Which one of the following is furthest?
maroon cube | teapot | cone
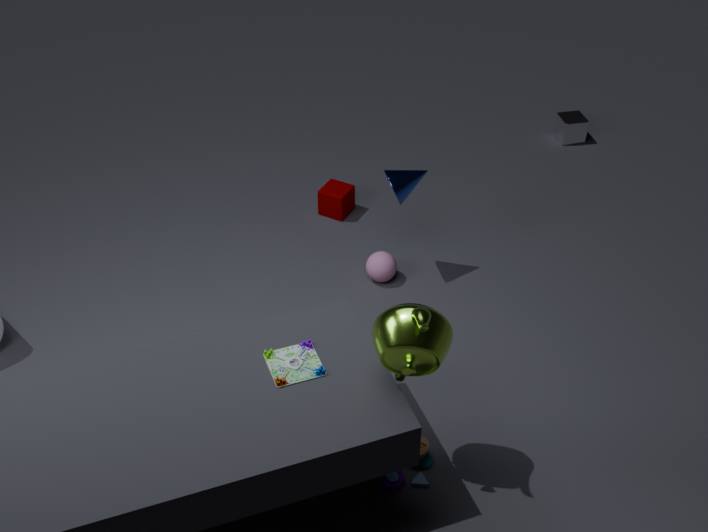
maroon cube
